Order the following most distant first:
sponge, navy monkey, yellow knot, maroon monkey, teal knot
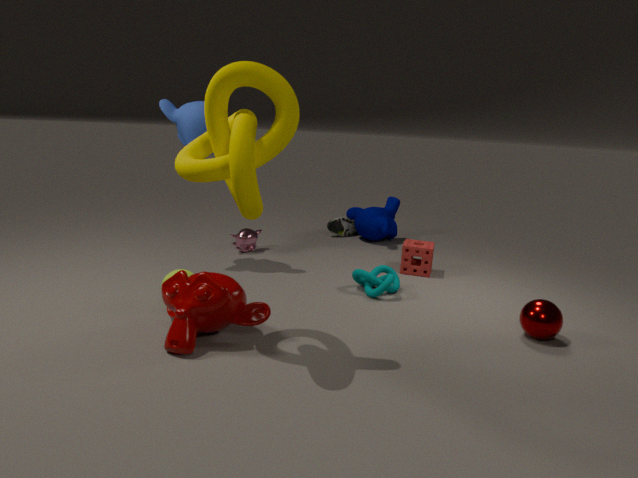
navy monkey, sponge, teal knot, maroon monkey, yellow knot
